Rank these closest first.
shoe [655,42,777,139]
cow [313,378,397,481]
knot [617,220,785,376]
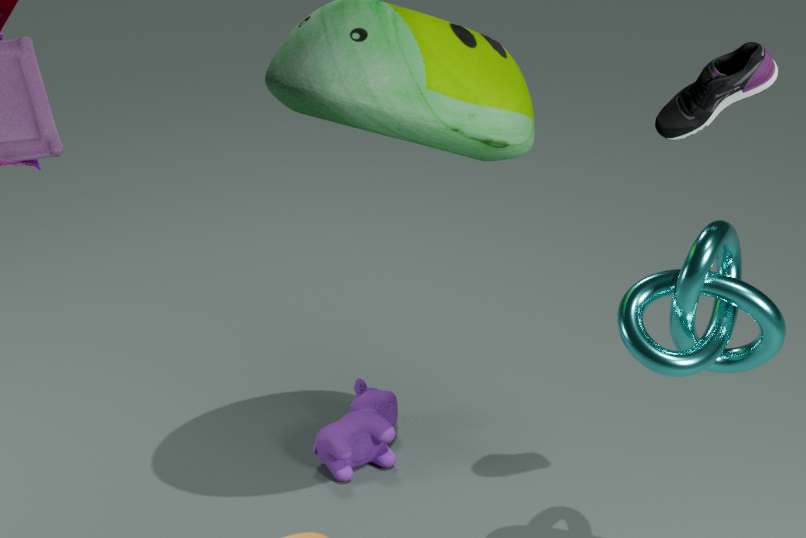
knot [617,220,785,376], shoe [655,42,777,139], cow [313,378,397,481]
